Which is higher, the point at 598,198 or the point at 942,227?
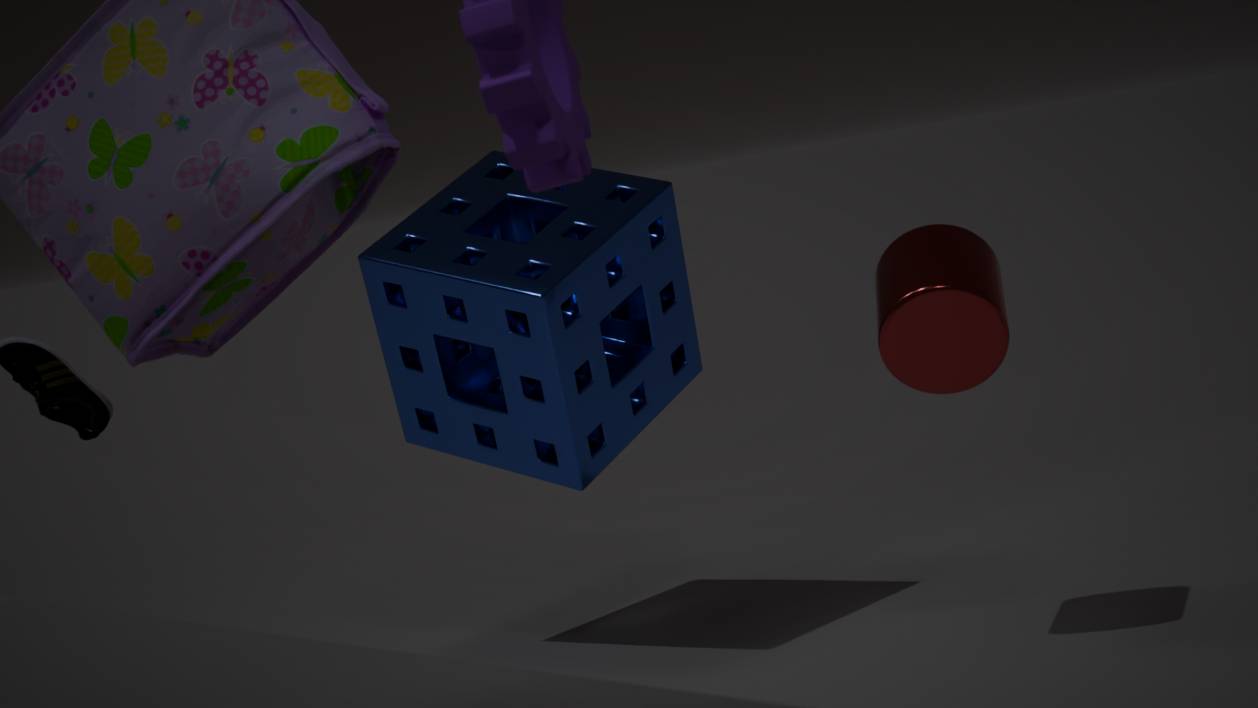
the point at 598,198
